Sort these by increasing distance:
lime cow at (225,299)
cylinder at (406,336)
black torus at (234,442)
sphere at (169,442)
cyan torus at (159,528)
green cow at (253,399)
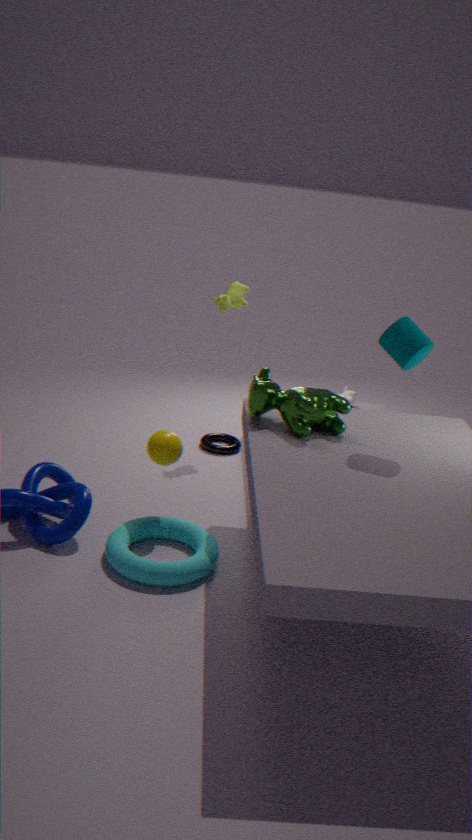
1. cylinder at (406,336)
2. cyan torus at (159,528)
3. green cow at (253,399)
4. sphere at (169,442)
5. lime cow at (225,299)
6. black torus at (234,442)
